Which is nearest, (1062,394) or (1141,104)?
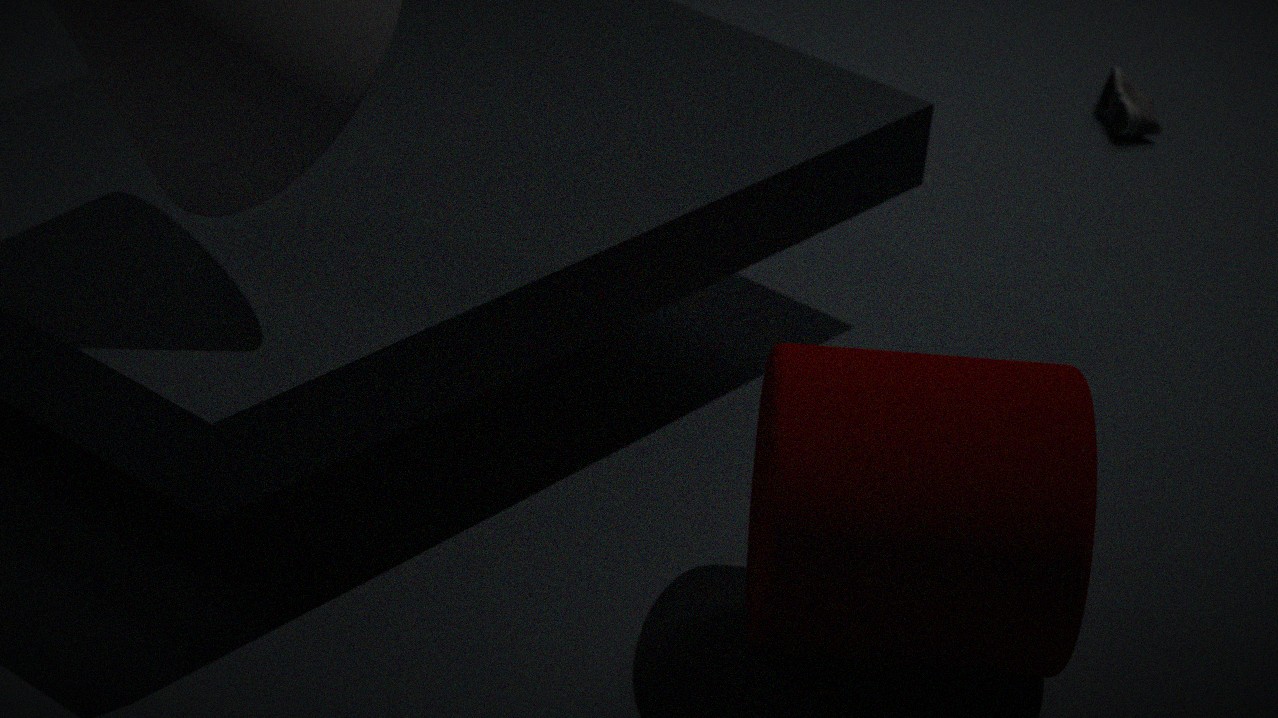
(1062,394)
